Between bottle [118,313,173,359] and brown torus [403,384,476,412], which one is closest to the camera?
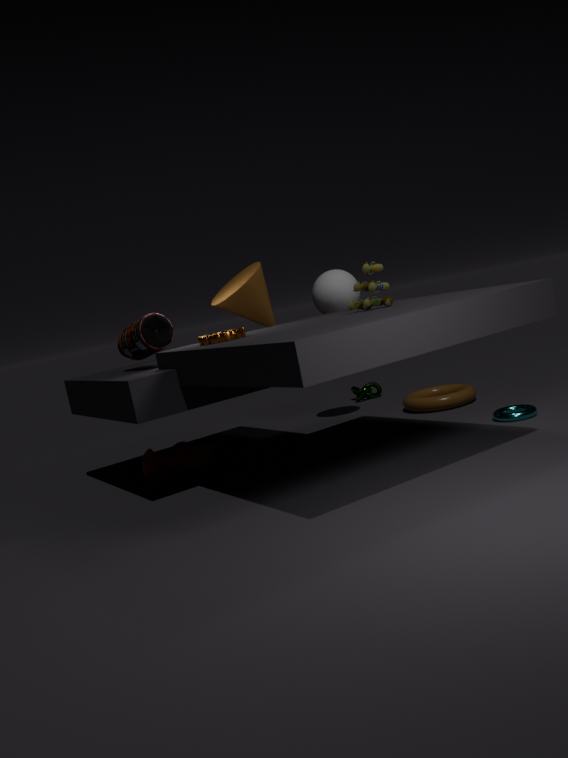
bottle [118,313,173,359]
